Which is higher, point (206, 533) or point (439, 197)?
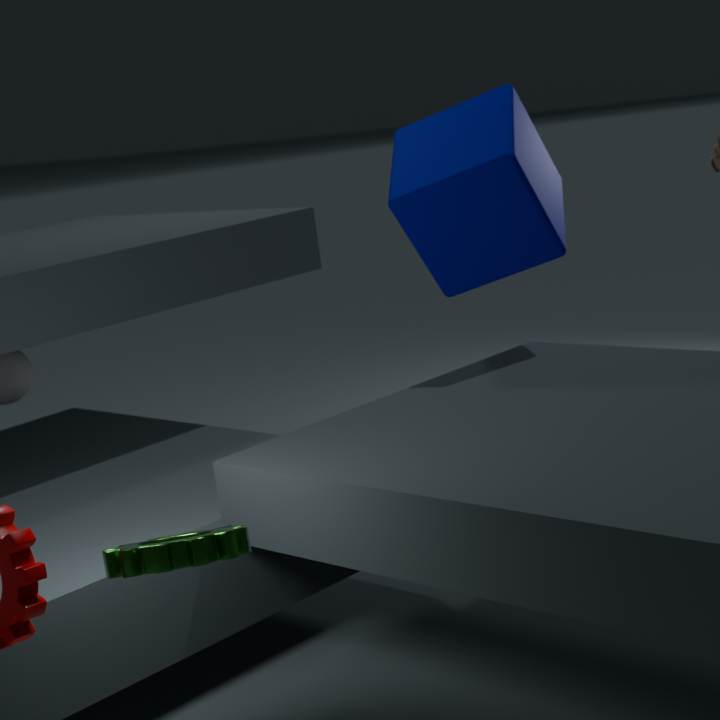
point (439, 197)
